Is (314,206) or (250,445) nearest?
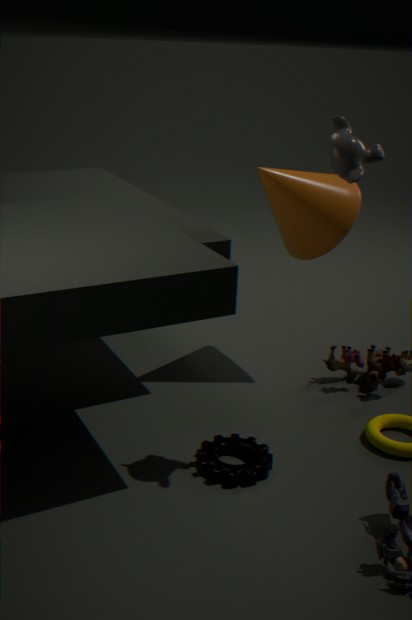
(250,445)
